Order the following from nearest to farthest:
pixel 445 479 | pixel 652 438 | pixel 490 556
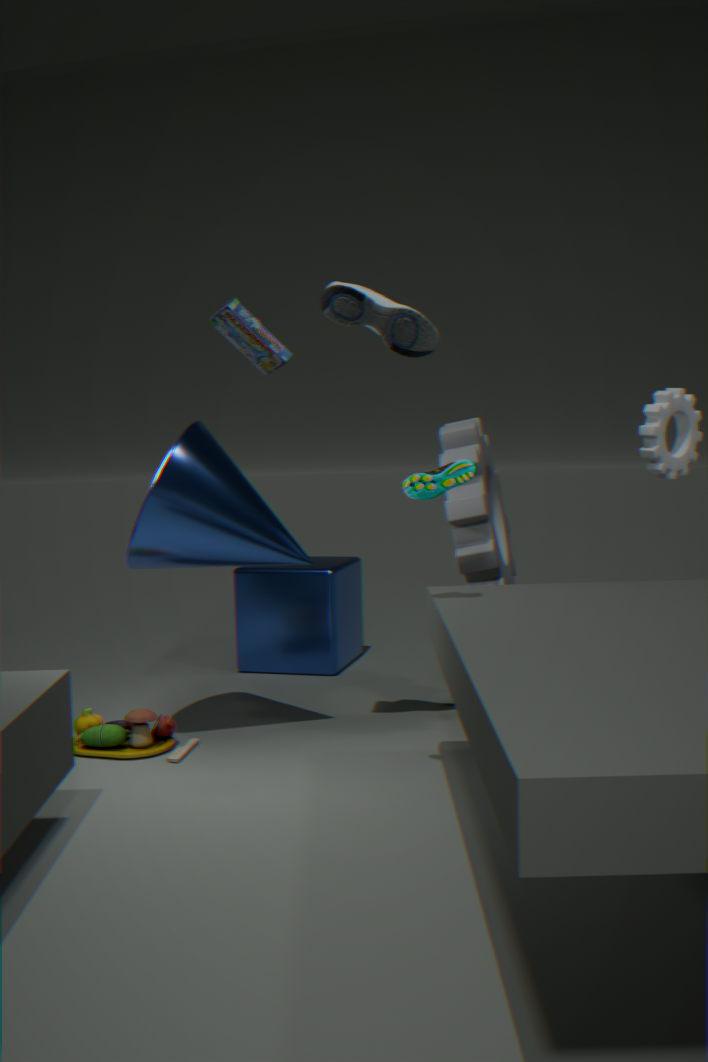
pixel 445 479 < pixel 490 556 < pixel 652 438
